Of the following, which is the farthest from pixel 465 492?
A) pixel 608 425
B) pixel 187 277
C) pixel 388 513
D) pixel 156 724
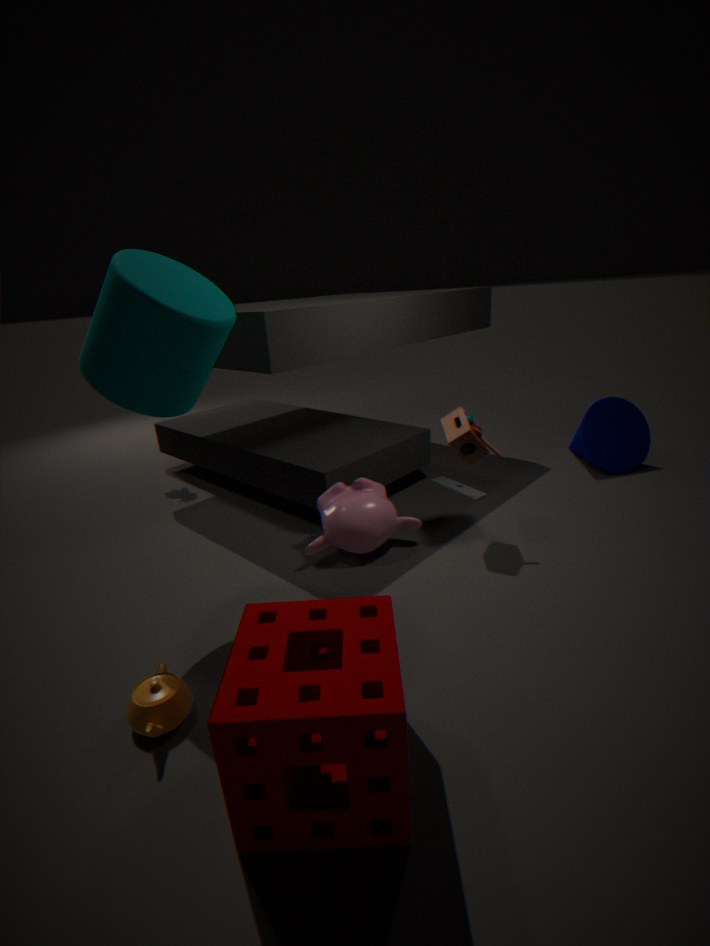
pixel 156 724
